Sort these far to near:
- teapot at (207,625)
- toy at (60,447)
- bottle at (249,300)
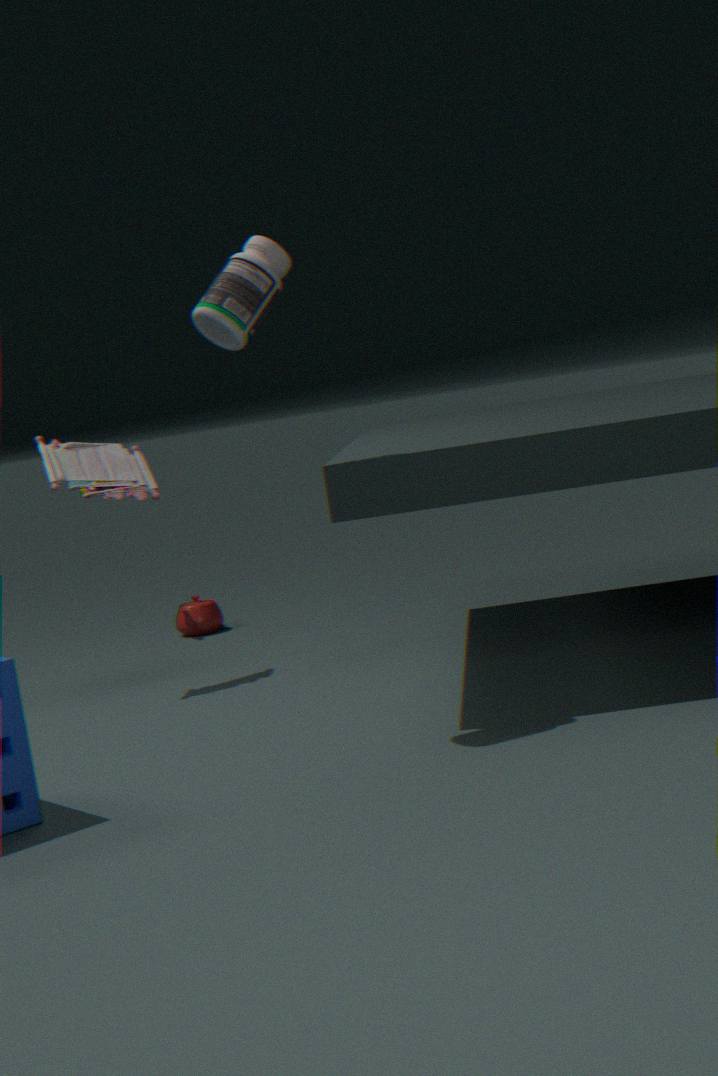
teapot at (207,625) < toy at (60,447) < bottle at (249,300)
